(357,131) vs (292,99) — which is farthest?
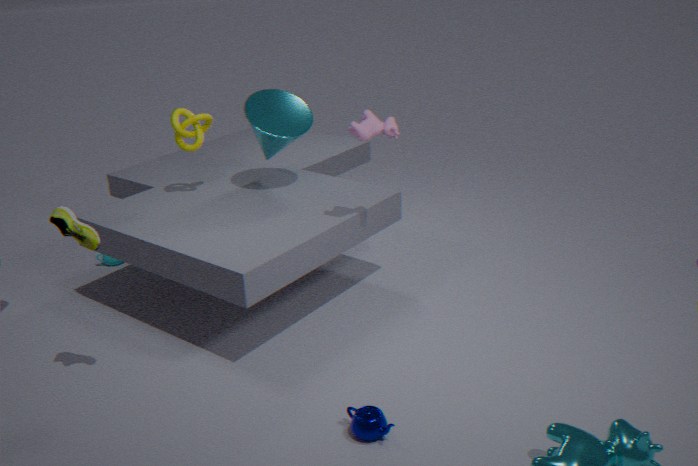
(292,99)
